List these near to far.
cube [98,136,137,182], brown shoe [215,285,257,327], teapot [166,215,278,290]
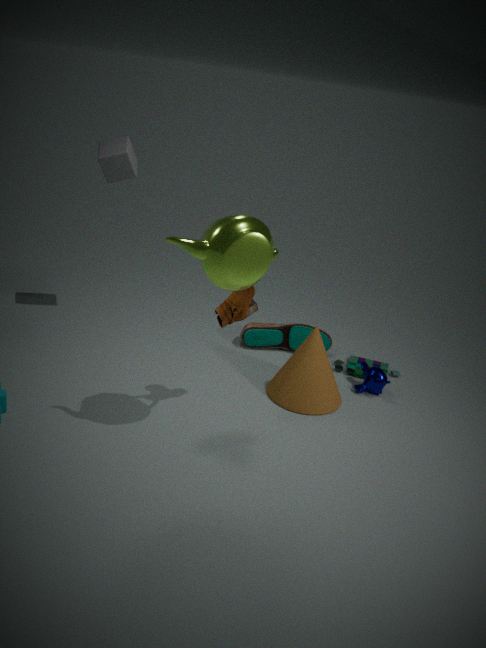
teapot [166,215,278,290] → brown shoe [215,285,257,327] → cube [98,136,137,182]
